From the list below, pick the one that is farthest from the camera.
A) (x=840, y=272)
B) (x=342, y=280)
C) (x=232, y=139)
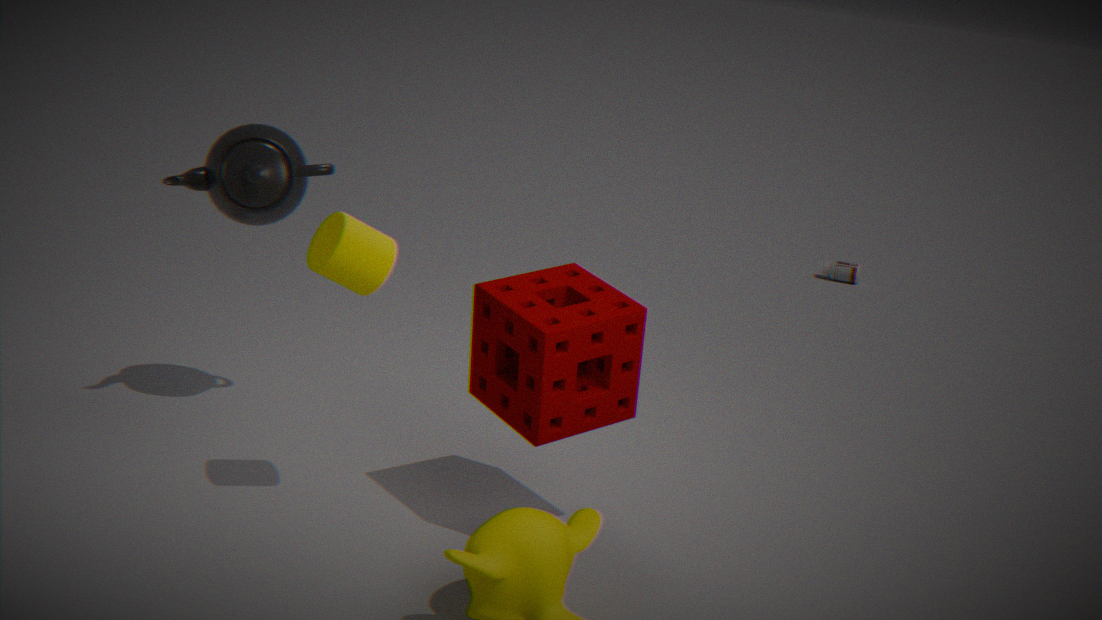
(x=840, y=272)
